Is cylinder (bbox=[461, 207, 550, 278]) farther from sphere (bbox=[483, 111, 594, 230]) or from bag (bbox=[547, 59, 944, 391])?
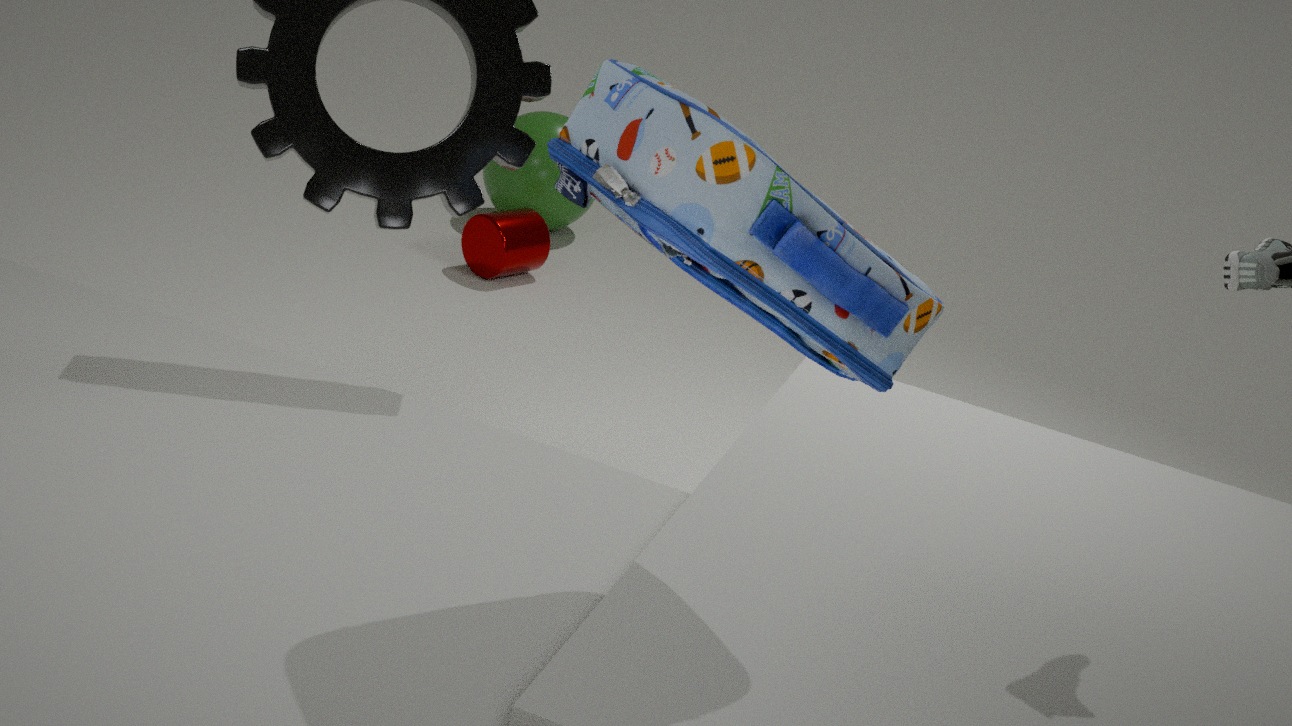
bag (bbox=[547, 59, 944, 391])
